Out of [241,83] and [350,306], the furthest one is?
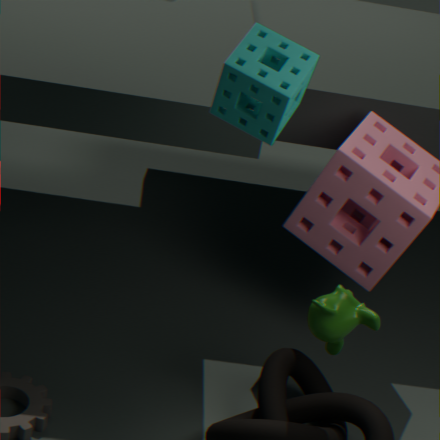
[350,306]
